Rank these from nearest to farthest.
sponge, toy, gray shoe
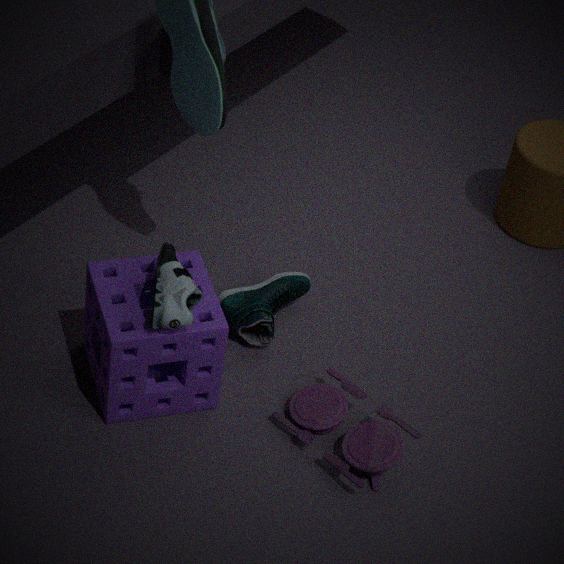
gray shoe < sponge < toy
